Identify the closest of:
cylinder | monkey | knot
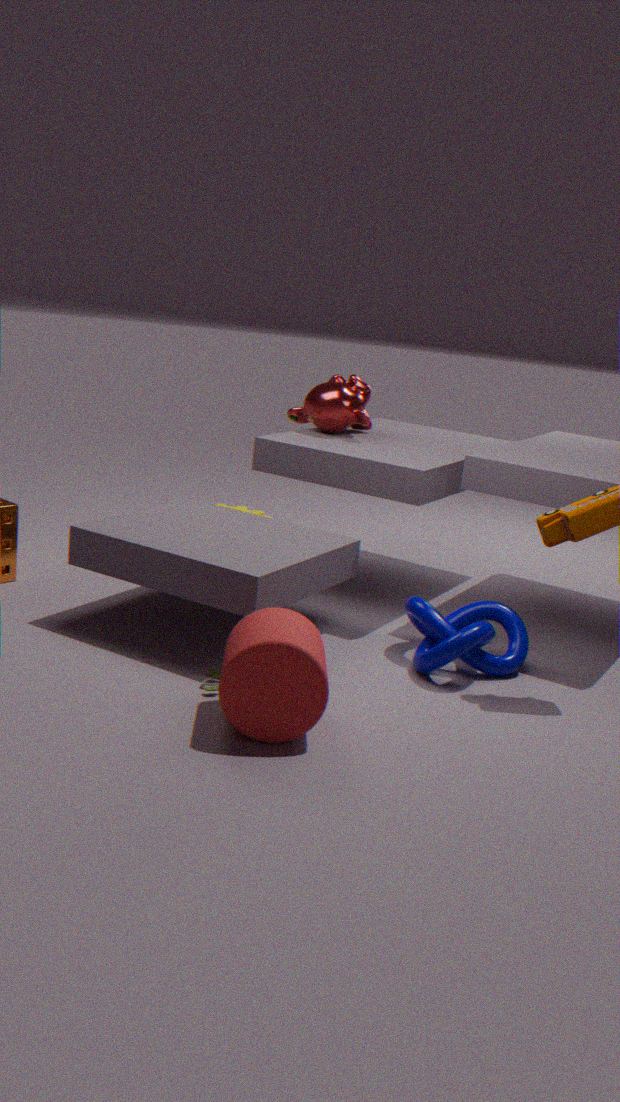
cylinder
